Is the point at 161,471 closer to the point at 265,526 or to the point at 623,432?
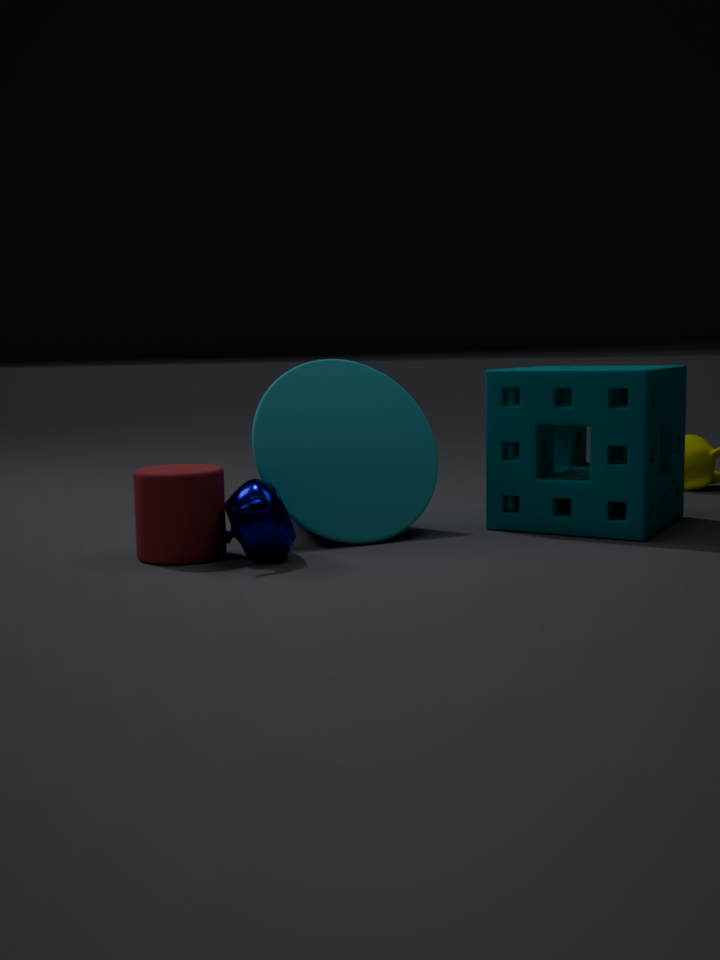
the point at 265,526
